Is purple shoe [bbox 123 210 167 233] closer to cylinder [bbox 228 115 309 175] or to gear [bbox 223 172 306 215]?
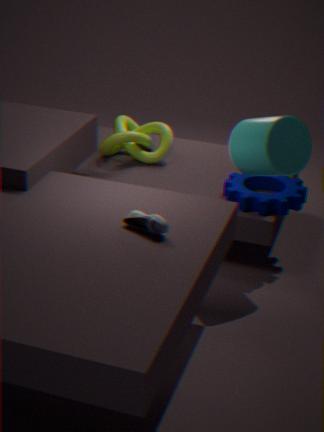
cylinder [bbox 228 115 309 175]
